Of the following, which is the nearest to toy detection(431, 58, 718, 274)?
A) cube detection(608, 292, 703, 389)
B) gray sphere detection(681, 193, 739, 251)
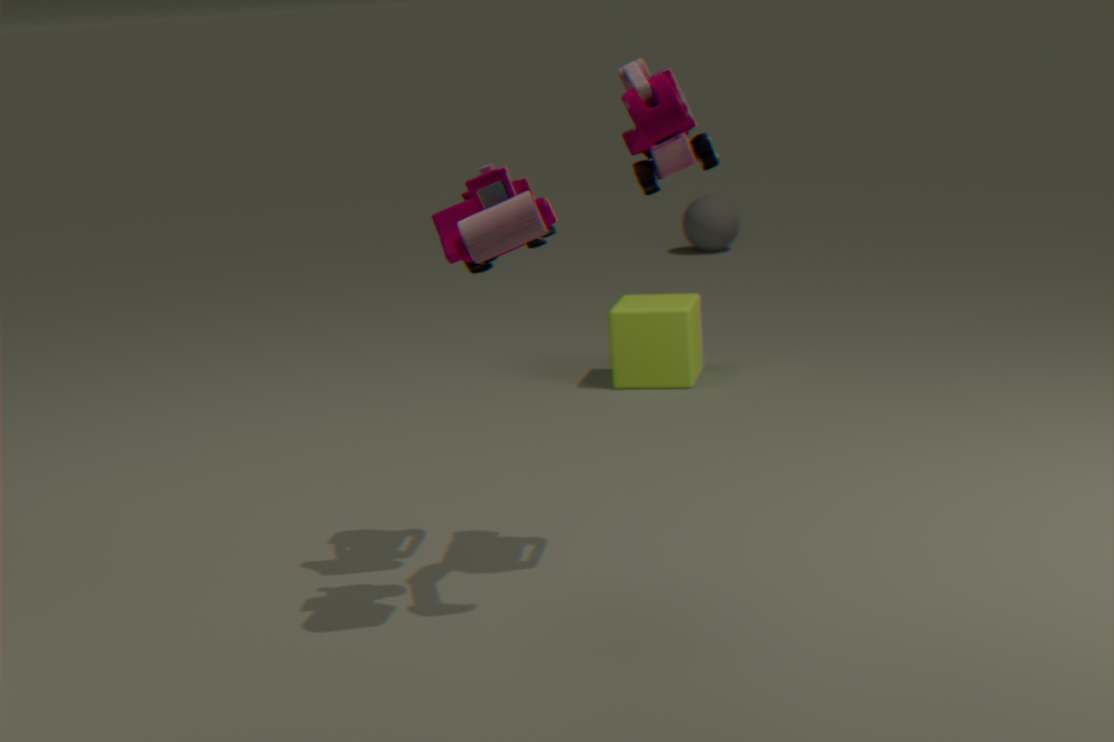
cube detection(608, 292, 703, 389)
